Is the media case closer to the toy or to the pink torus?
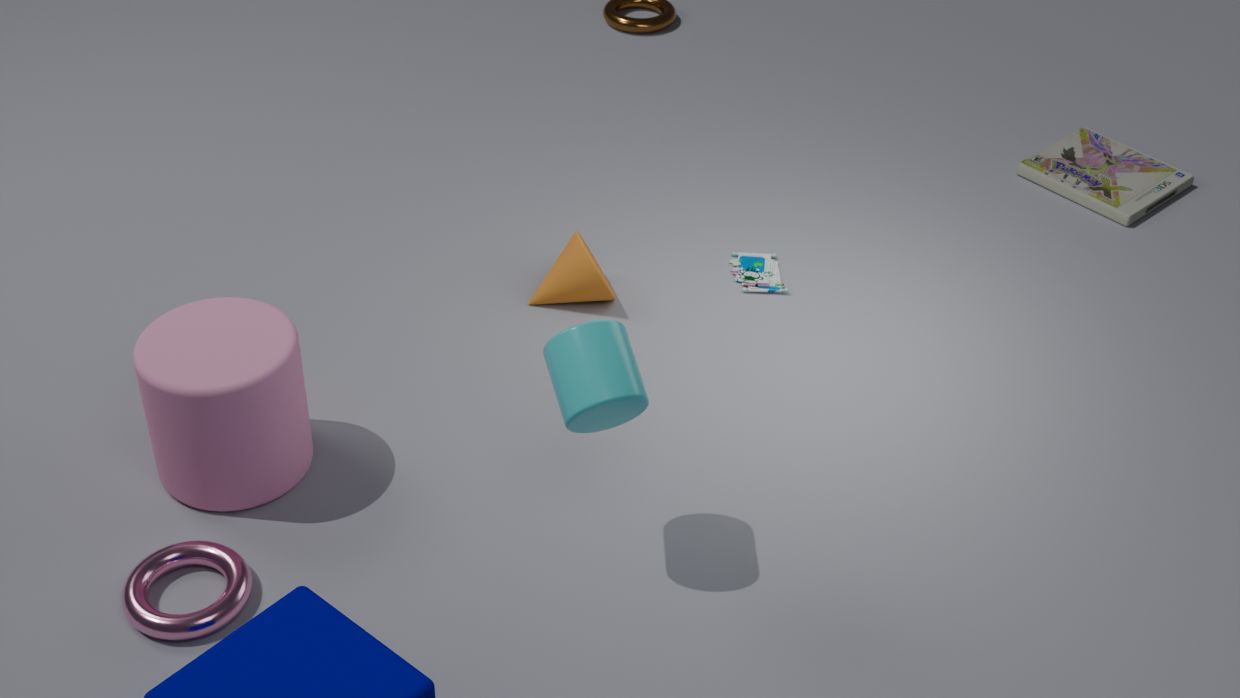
the toy
